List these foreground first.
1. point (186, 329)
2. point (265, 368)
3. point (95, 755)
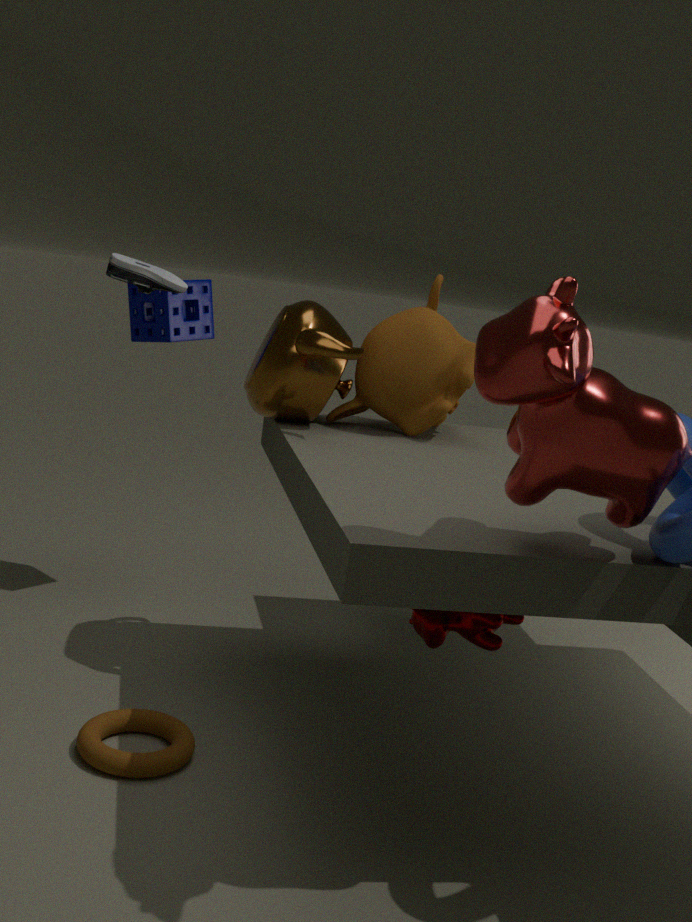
point (95, 755)
point (265, 368)
point (186, 329)
